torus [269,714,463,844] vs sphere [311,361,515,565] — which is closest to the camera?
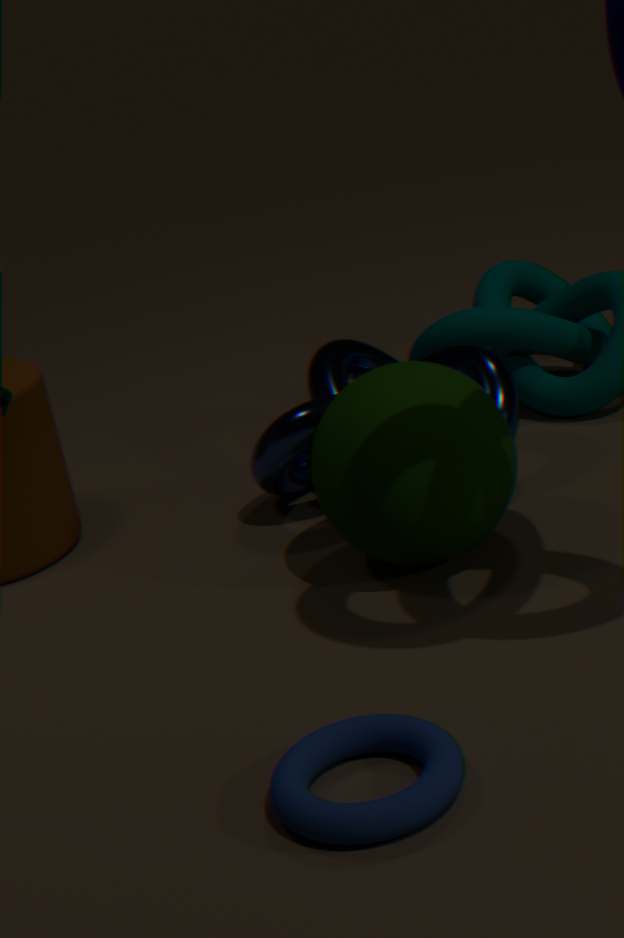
torus [269,714,463,844]
